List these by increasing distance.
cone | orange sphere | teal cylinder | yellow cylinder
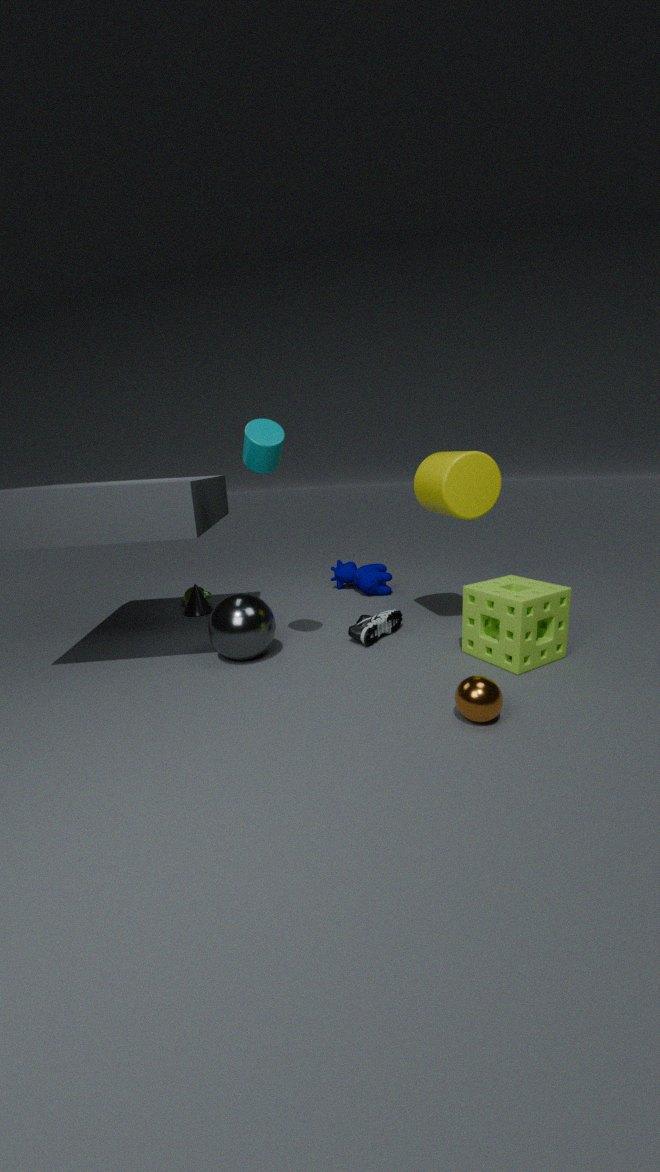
orange sphere → teal cylinder → yellow cylinder → cone
